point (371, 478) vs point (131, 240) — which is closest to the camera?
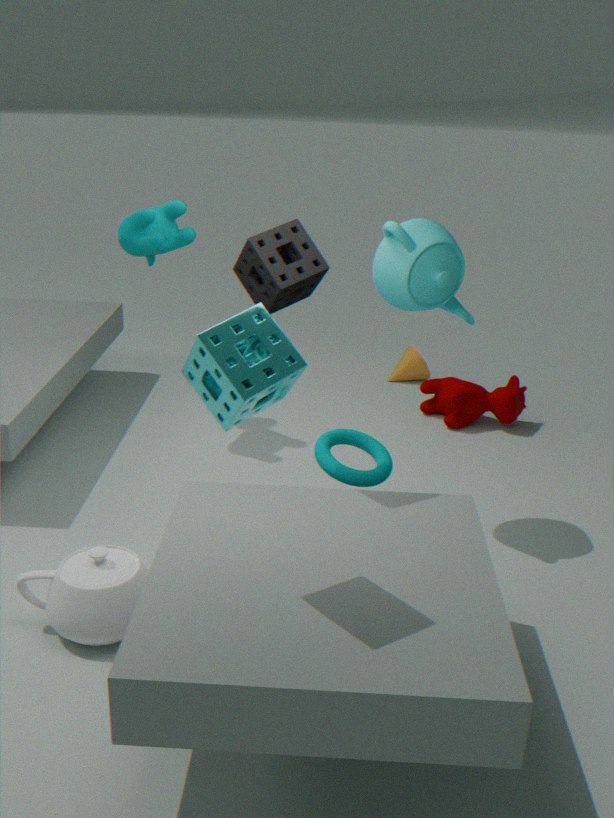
point (371, 478)
